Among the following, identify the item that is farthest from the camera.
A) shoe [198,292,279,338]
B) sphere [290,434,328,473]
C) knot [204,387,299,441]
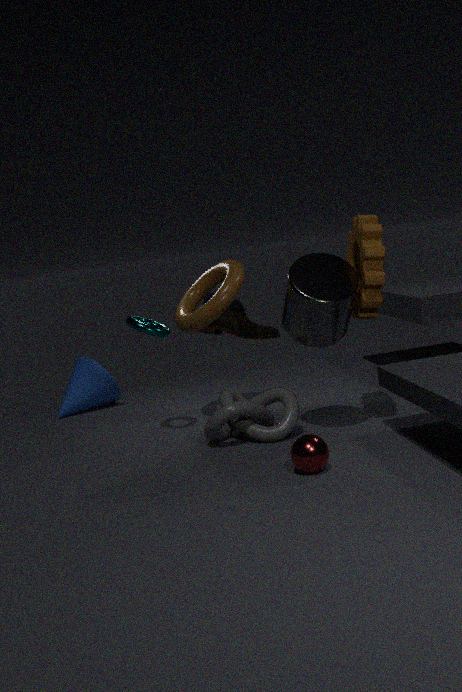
shoe [198,292,279,338]
